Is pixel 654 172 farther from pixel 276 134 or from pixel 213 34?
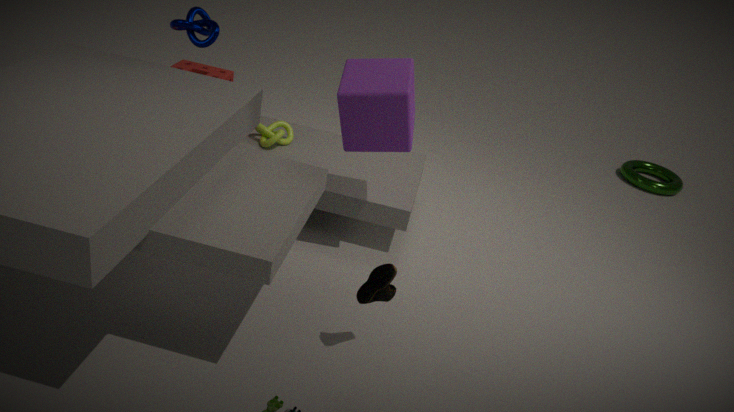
pixel 213 34
